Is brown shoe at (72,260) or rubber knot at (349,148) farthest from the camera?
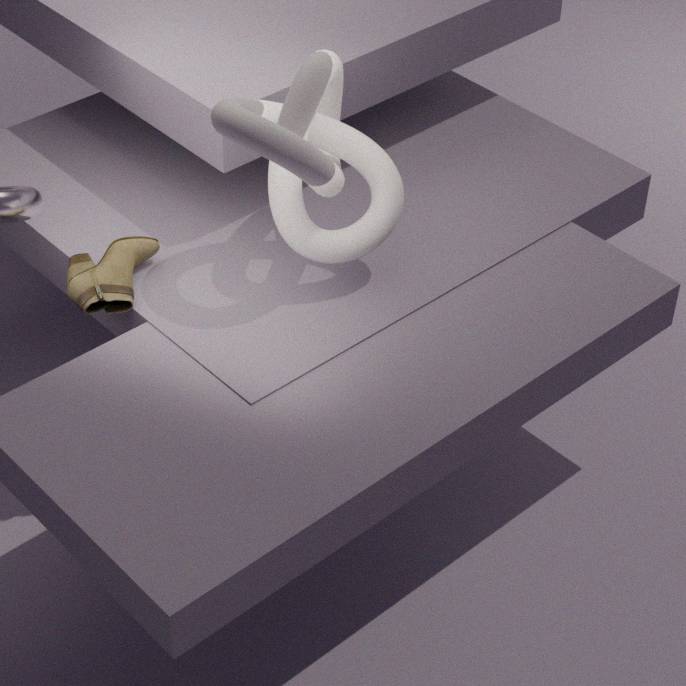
brown shoe at (72,260)
